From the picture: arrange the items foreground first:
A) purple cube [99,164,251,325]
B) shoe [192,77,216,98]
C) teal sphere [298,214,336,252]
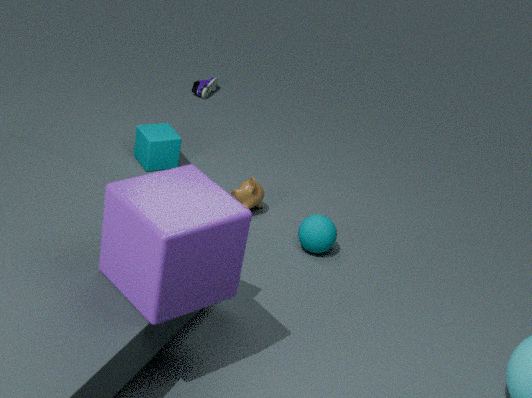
purple cube [99,164,251,325] → teal sphere [298,214,336,252] → shoe [192,77,216,98]
